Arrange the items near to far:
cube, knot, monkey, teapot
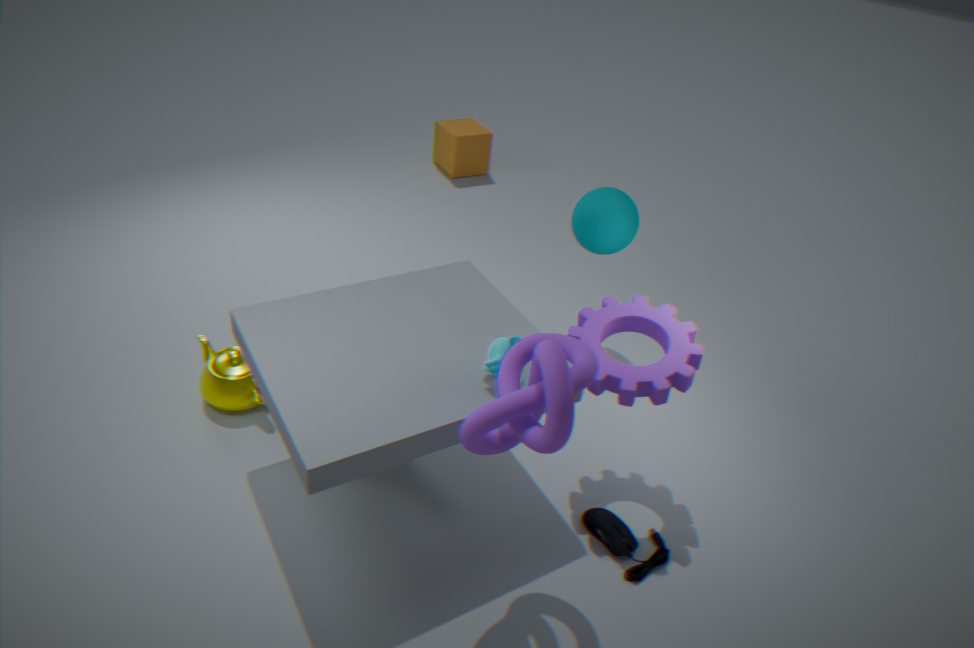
knot → monkey → teapot → cube
